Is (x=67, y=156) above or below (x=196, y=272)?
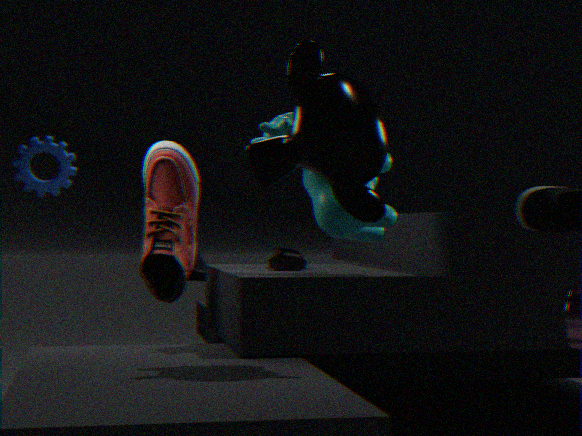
above
